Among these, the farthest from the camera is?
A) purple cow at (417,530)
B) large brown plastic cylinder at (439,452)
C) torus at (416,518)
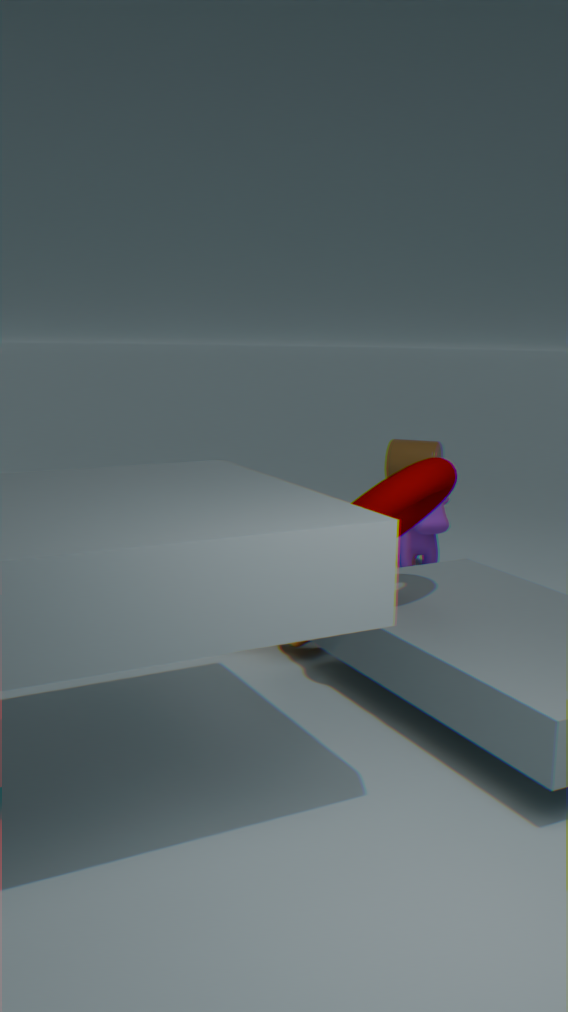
large brown plastic cylinder at (439,452)
